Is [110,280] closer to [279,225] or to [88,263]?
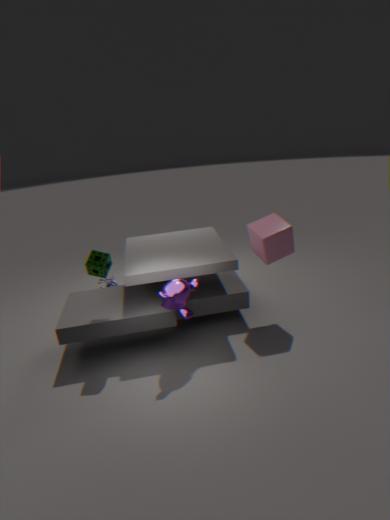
[88,263]
